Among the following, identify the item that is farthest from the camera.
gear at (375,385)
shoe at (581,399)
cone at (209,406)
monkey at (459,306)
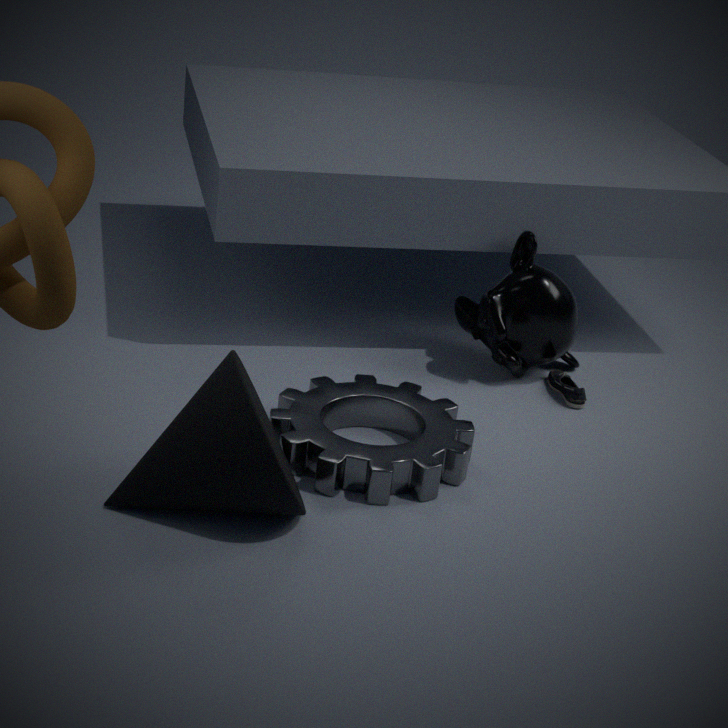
monkey at (459,306)
